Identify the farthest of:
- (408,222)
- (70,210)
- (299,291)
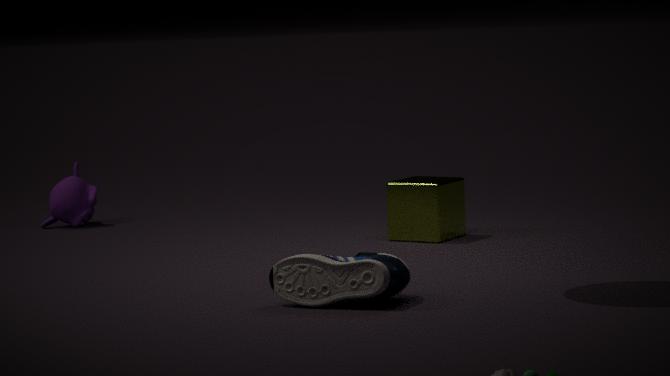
(70,210)
